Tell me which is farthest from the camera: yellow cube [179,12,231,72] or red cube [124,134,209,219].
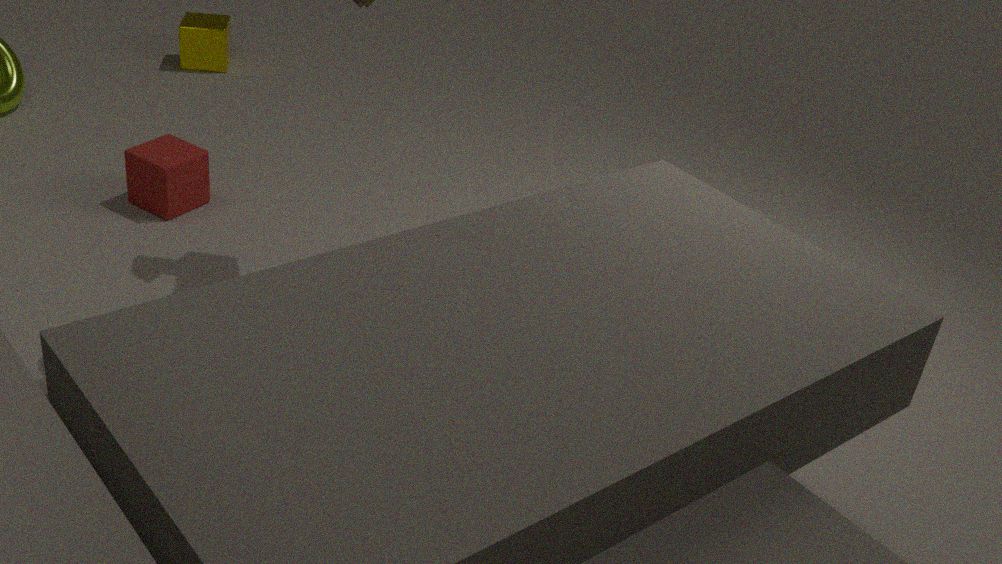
yellow cube [179,12,231,72]
